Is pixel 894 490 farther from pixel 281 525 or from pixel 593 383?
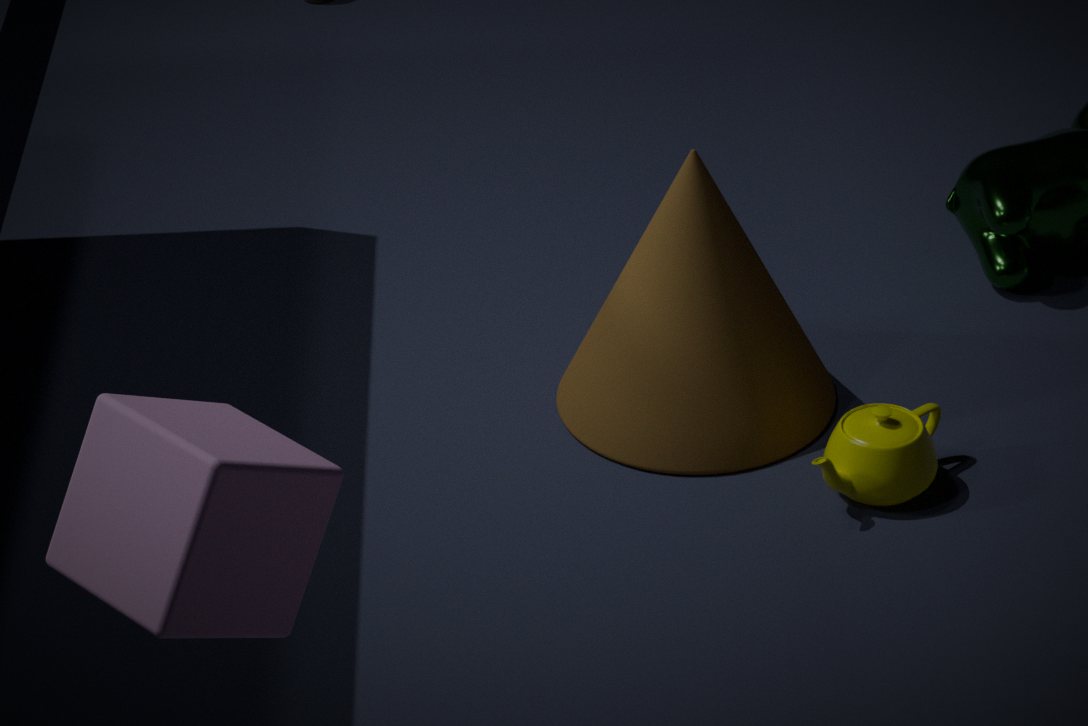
pixel 281 525
